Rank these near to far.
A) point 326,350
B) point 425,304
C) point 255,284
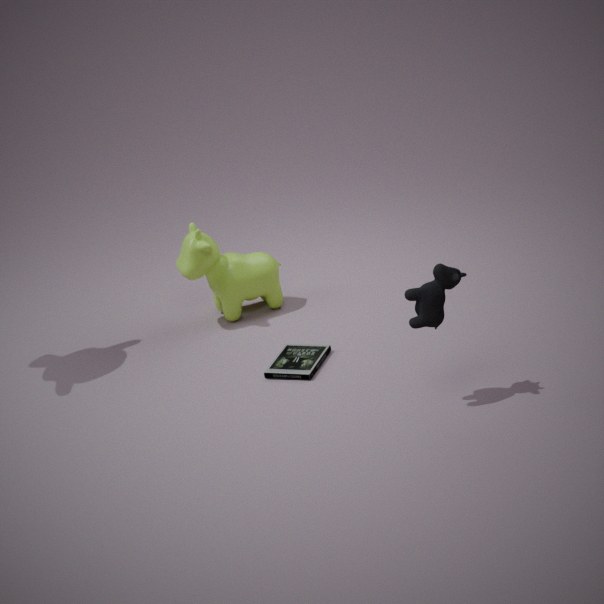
point 425,304, point 326,350, point 255,284
